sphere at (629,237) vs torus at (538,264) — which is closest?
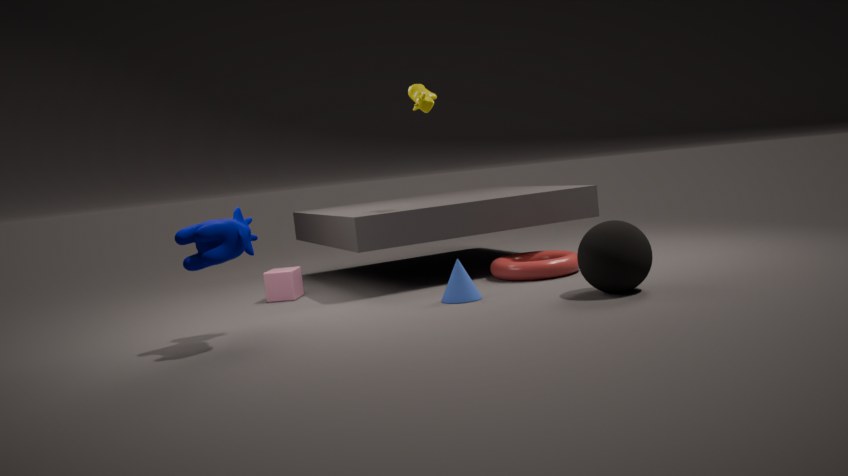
sphere at (629,237)
